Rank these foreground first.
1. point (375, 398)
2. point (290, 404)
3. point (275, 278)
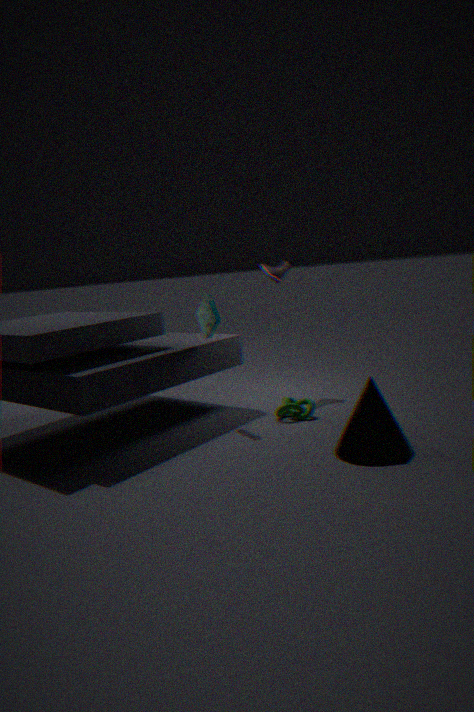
1. point (375, 398)
2. point (290, 404)
3. point (275, 278)
